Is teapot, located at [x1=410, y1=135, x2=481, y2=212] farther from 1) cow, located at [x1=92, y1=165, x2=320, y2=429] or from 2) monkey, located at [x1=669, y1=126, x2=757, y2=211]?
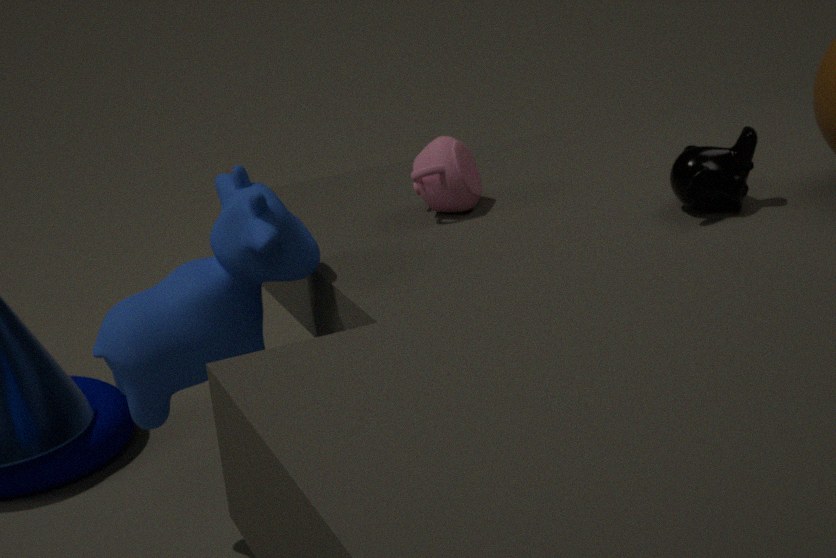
2) monkey, located at [x1=669, y1=126, x2=757, y2=211]
